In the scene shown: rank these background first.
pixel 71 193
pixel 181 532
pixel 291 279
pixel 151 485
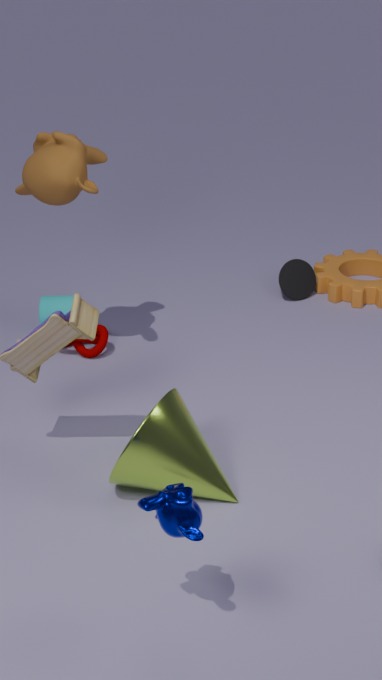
pixel 291 279, pixel 71 193, pixel 151 485, pixel 181 532
